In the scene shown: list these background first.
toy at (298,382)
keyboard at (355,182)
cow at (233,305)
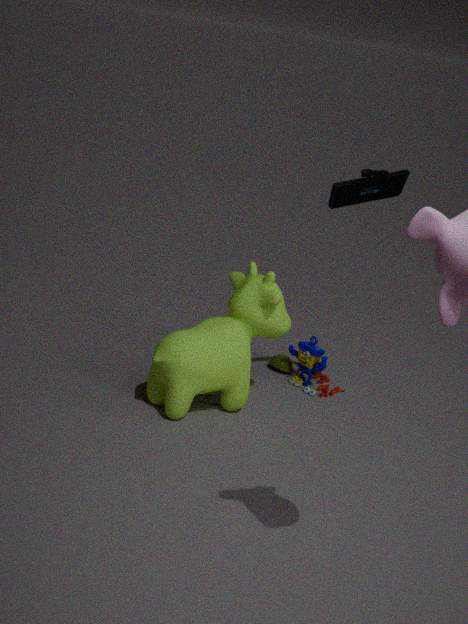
toy at (298,382)
cow at (233,305)
keyboard at (355,182)
